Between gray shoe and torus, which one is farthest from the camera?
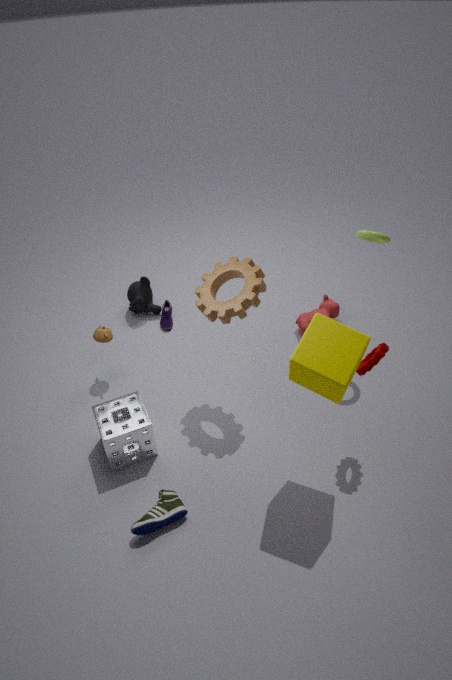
torus
